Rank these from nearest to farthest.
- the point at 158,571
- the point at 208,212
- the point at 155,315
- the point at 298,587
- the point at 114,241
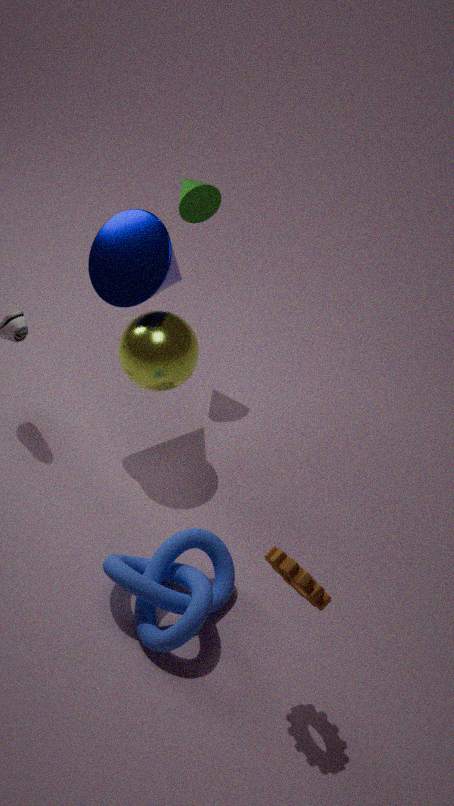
the point at 298,587 < the point at 158,571 < the point at 155,315 < the point at 114,241 < the point at 208,212
